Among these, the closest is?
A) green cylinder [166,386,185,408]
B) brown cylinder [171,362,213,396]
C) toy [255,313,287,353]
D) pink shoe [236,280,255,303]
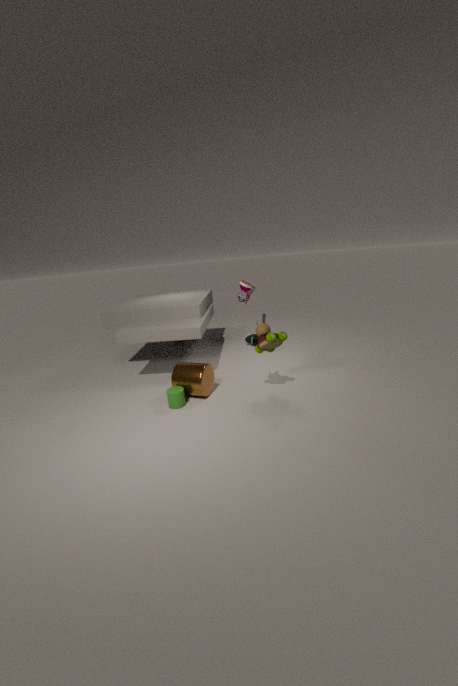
toy [255,313,287,353]
